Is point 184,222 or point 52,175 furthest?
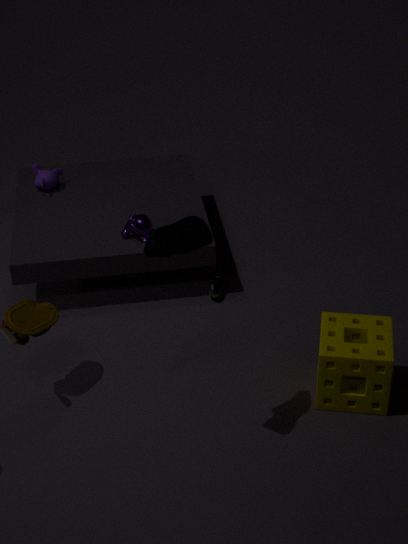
point 52,175
